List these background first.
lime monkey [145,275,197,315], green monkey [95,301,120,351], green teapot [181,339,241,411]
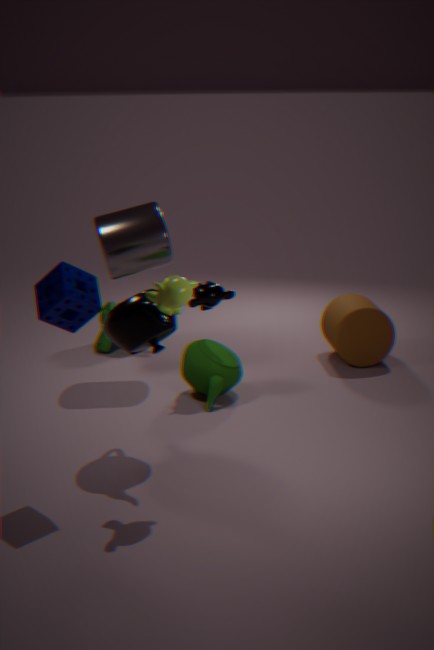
green monkey [95,301,120,351]
green teapot [181,339,241,411]
lime monkey [145,275,197,315]
